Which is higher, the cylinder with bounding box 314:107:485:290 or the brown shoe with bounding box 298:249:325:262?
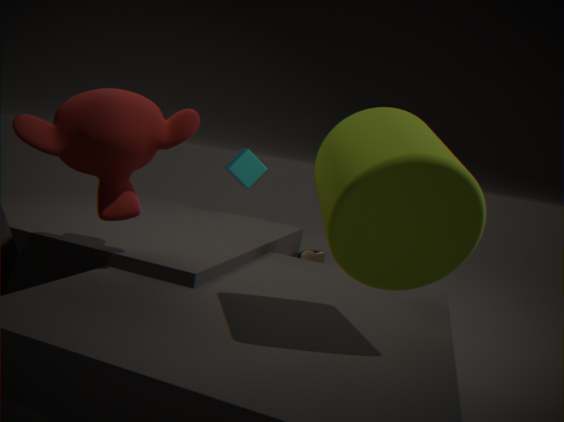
the cylinder with bounding box 314:107:485:290
